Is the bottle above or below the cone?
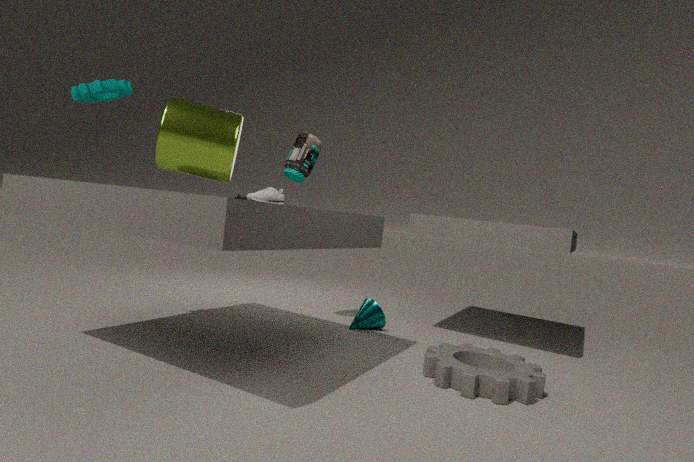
above
